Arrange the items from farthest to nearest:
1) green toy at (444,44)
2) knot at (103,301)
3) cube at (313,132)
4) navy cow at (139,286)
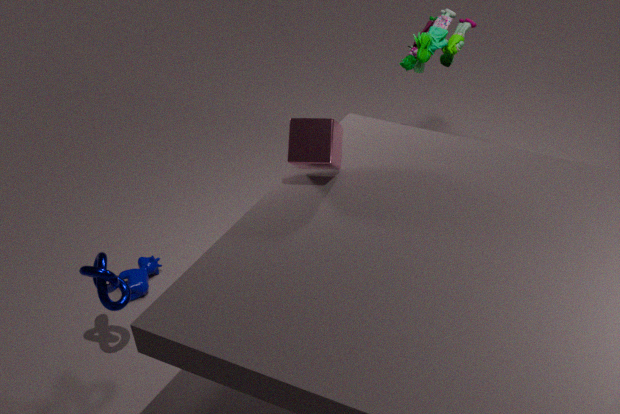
1. green toy at (444,44) < 4. navy cow at (139,286) < 2. knot at (103,301) < 3. cube at (313,132)
